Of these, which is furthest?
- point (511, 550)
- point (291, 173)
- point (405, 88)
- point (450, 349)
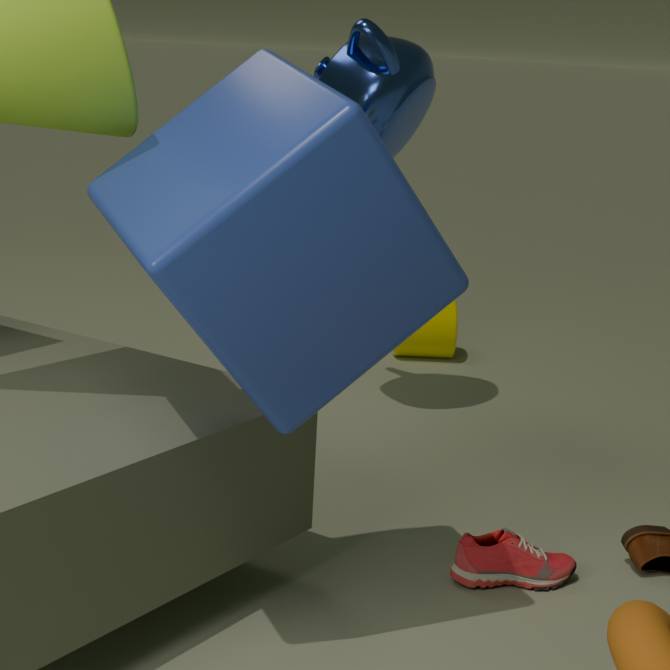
point (450, 349)
